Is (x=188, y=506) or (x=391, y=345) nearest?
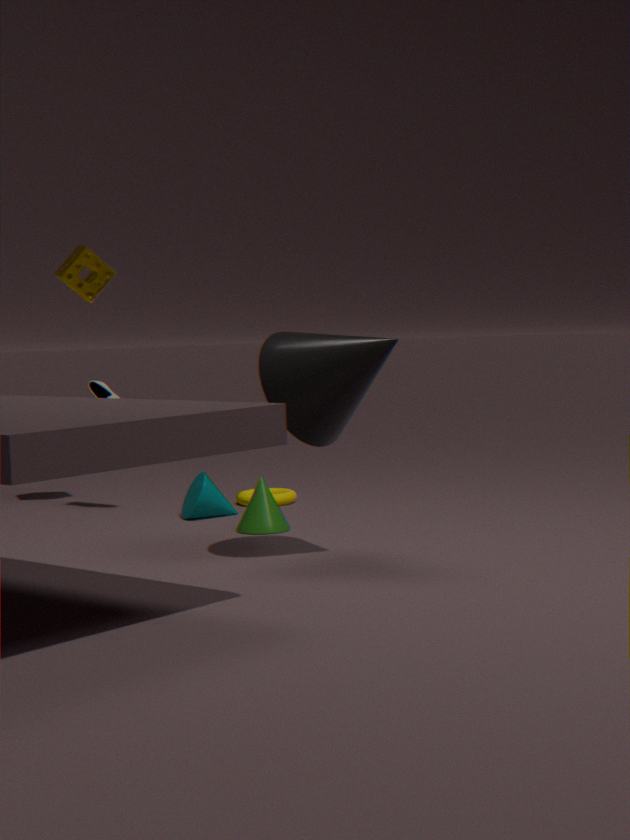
(x=391, y=345)
